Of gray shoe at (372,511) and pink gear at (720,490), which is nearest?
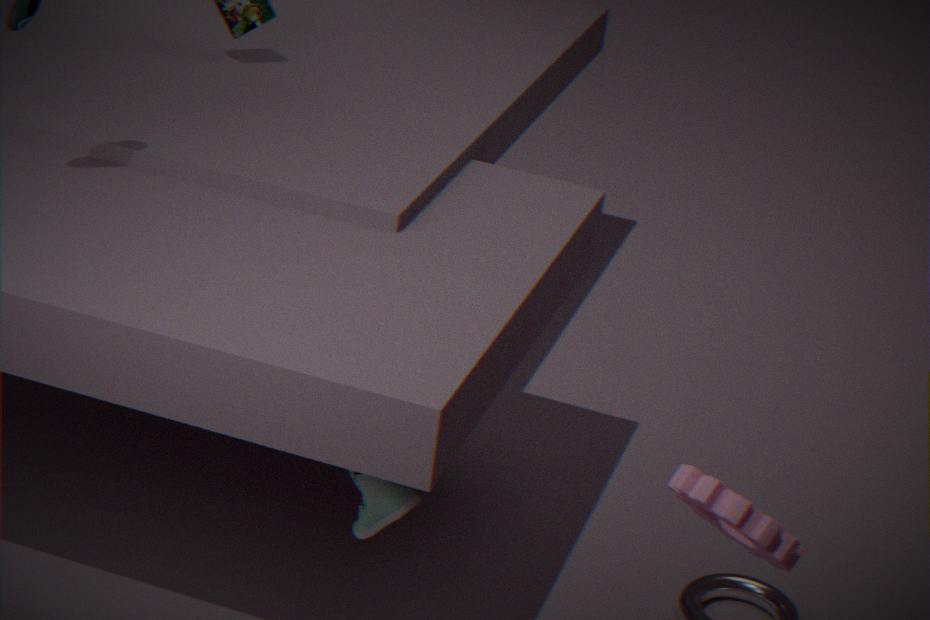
pink gear at (720,490)
